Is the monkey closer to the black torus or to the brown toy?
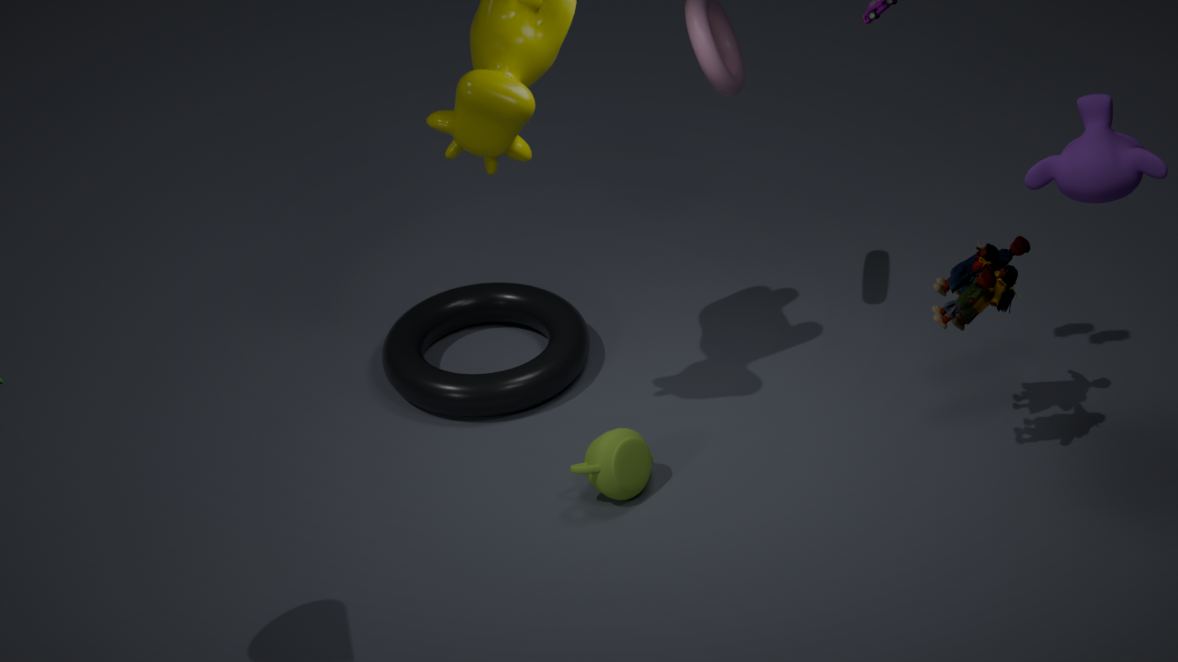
the brown toy
